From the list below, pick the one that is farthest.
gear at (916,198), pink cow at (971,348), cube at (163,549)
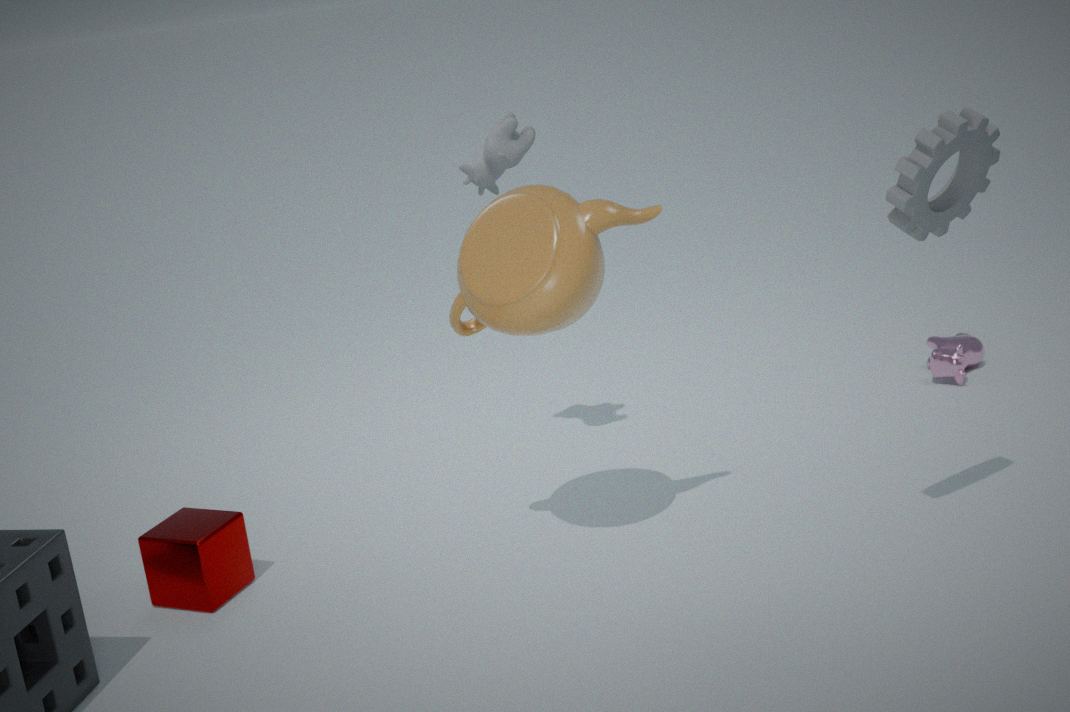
pink cow at (971,348)
